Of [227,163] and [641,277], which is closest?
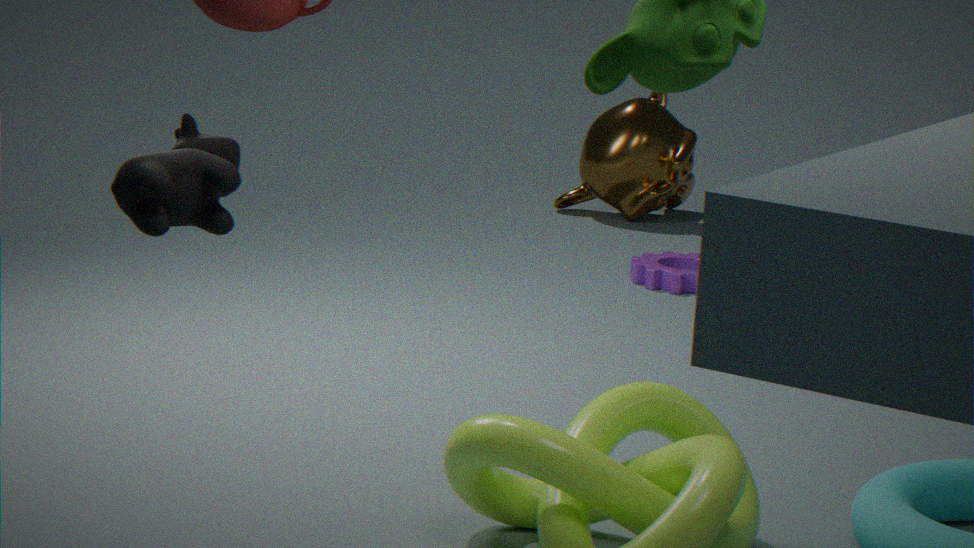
[227,163]
